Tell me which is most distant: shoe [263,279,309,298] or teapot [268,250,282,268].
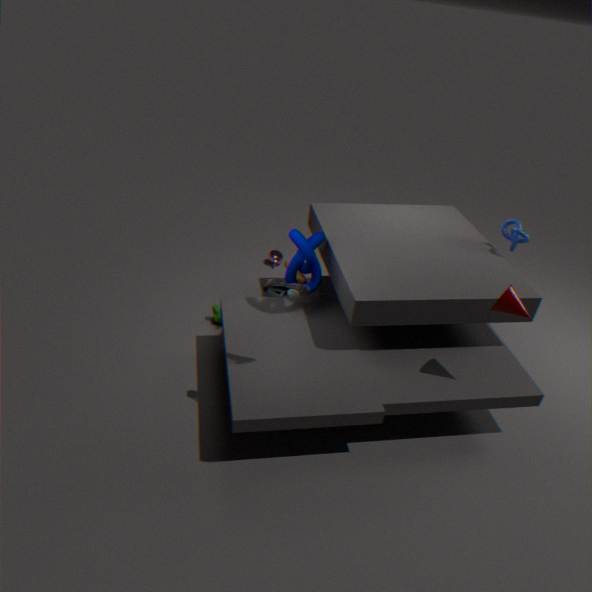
teapot [268,250,282,268]
